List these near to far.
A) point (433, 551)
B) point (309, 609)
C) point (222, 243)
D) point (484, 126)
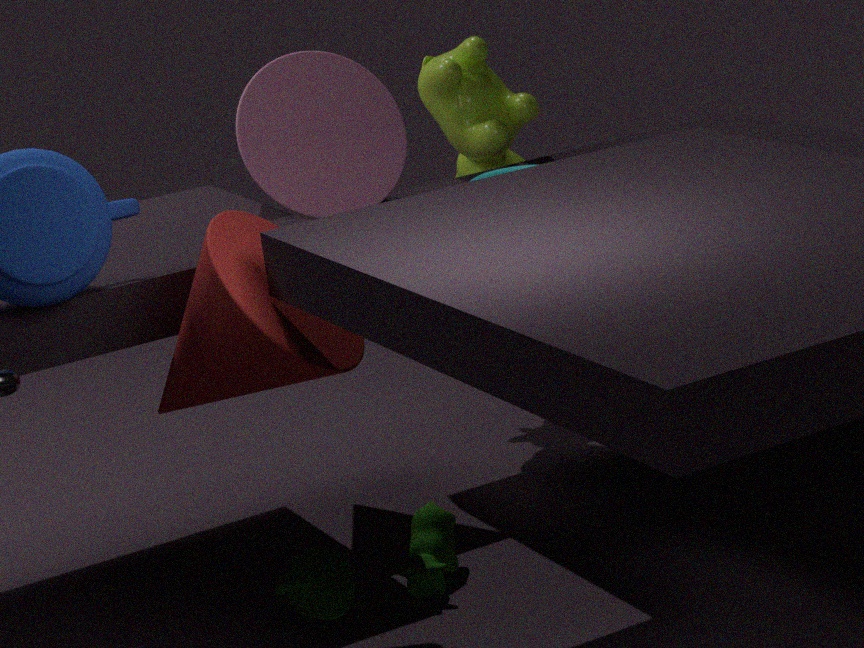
point (222, 243) → point (309, 609) → point (433, 551) → point (484, 126)
